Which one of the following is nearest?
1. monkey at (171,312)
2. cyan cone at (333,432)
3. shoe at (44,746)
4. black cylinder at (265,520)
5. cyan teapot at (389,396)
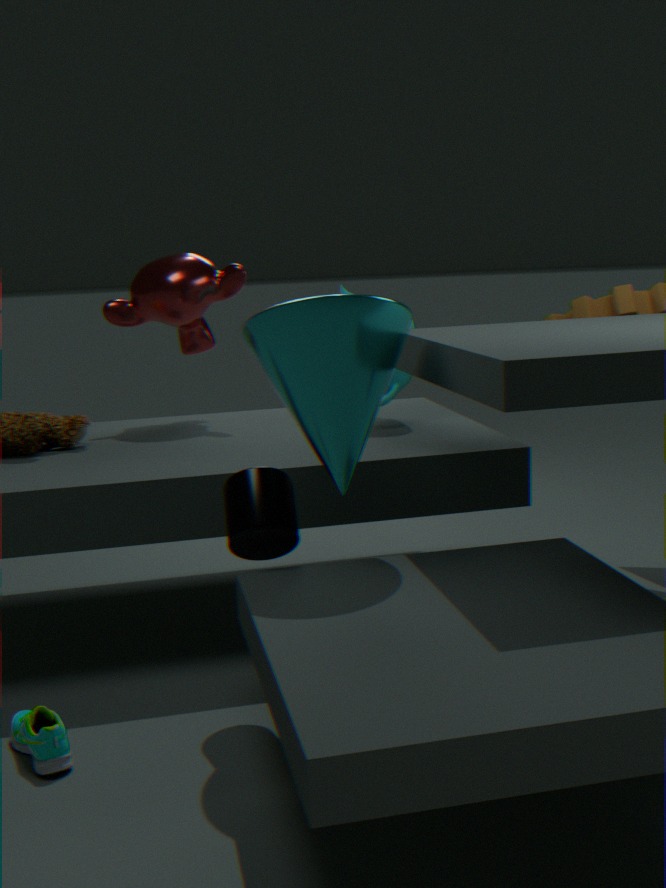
shoe at (44,746)
